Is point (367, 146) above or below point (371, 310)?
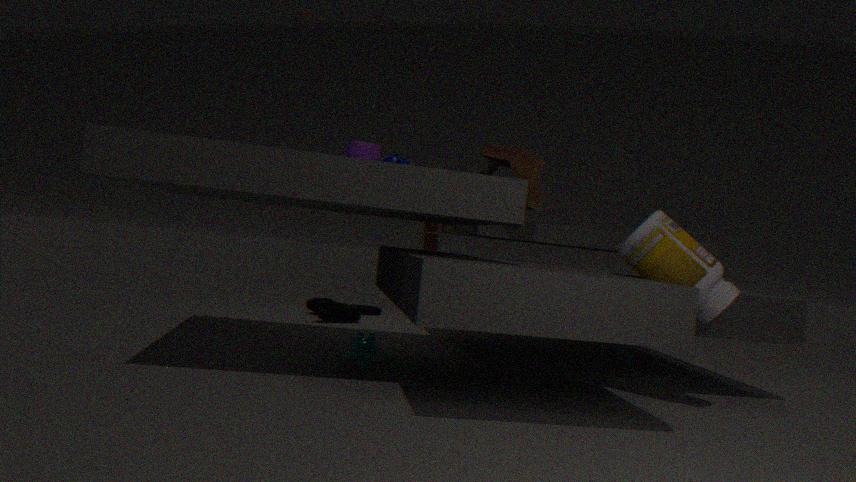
above
